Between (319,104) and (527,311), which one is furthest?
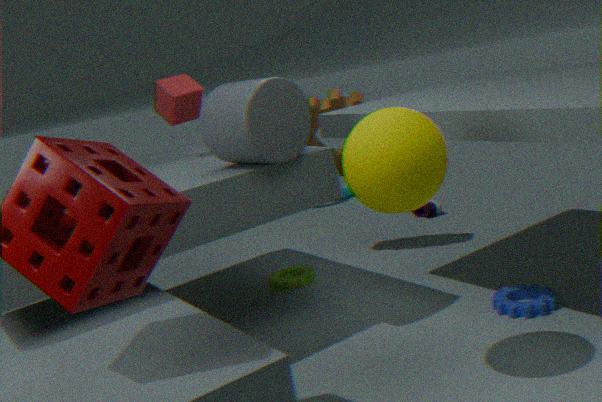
(319,104)
